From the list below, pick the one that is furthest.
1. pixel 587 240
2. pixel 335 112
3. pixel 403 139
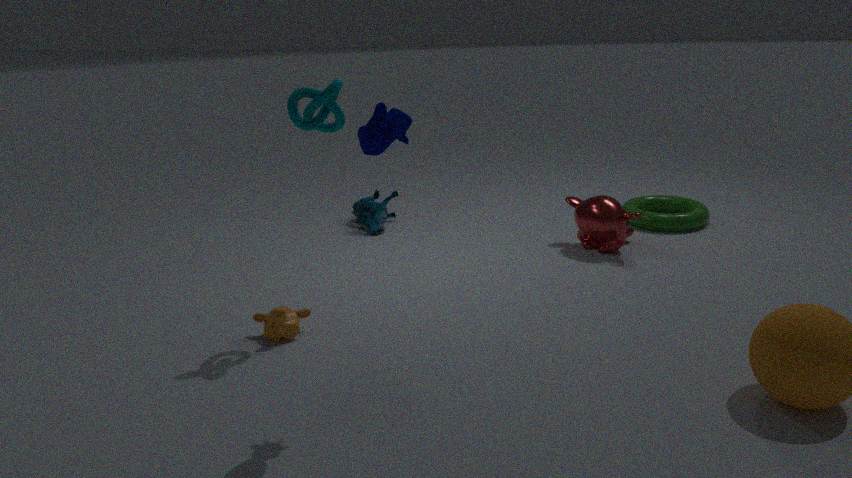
pixel 587 240
